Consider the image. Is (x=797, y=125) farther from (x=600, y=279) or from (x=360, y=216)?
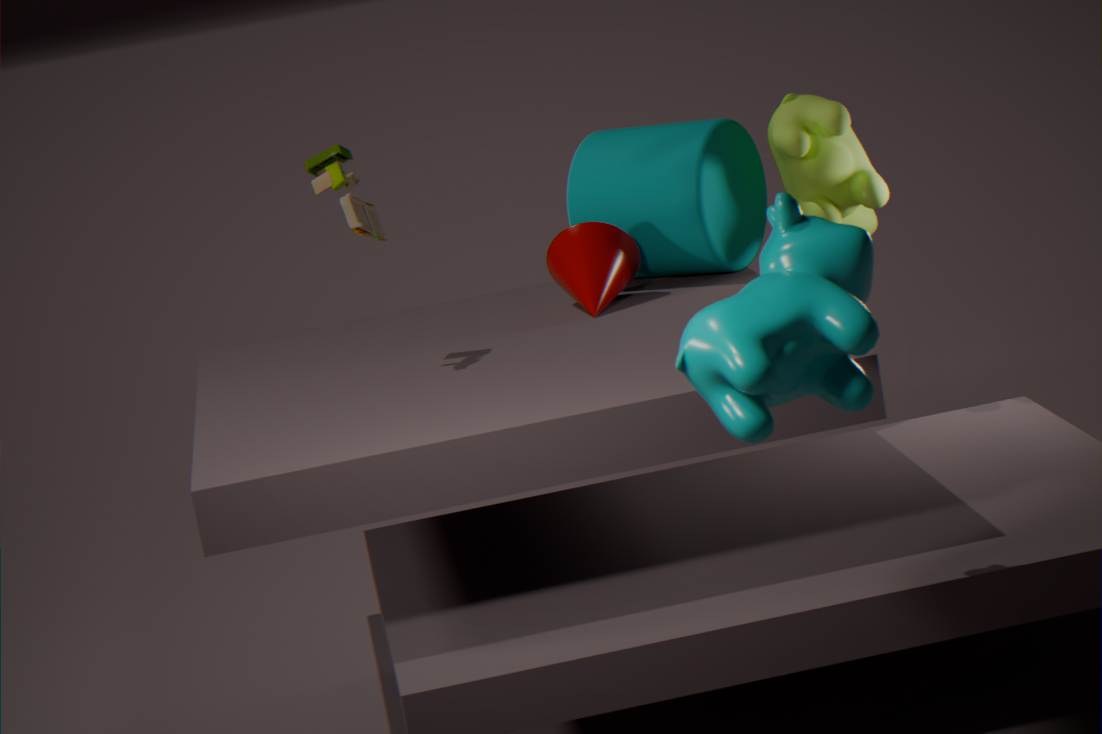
(x=360, y=216)
